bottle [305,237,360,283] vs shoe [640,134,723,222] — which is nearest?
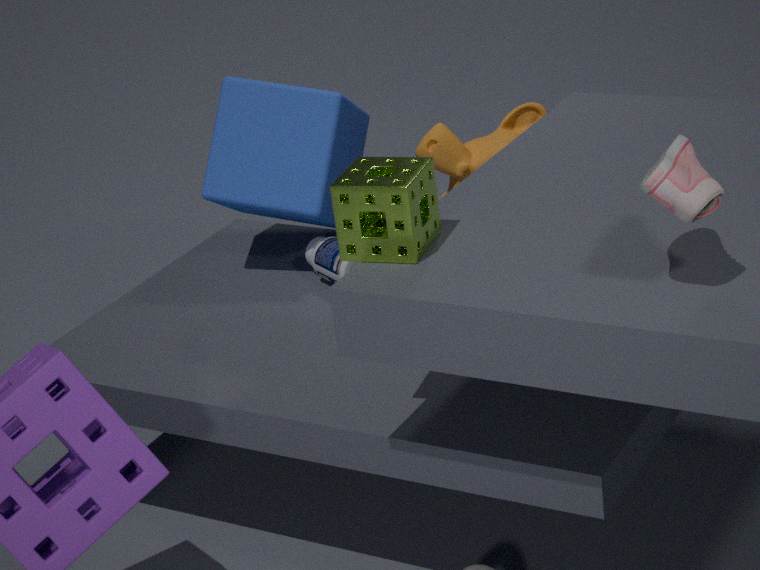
shoe [640,134,723,222]
